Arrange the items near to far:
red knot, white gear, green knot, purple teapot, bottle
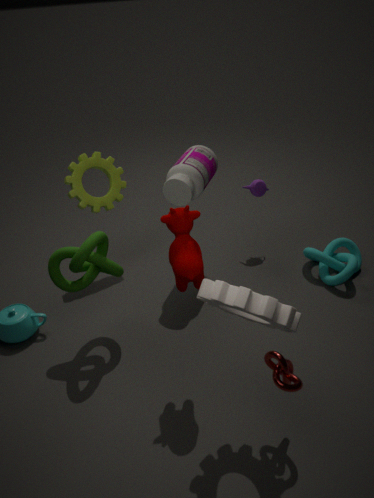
white gear < red knot < green knot < bottle < purple teapot
